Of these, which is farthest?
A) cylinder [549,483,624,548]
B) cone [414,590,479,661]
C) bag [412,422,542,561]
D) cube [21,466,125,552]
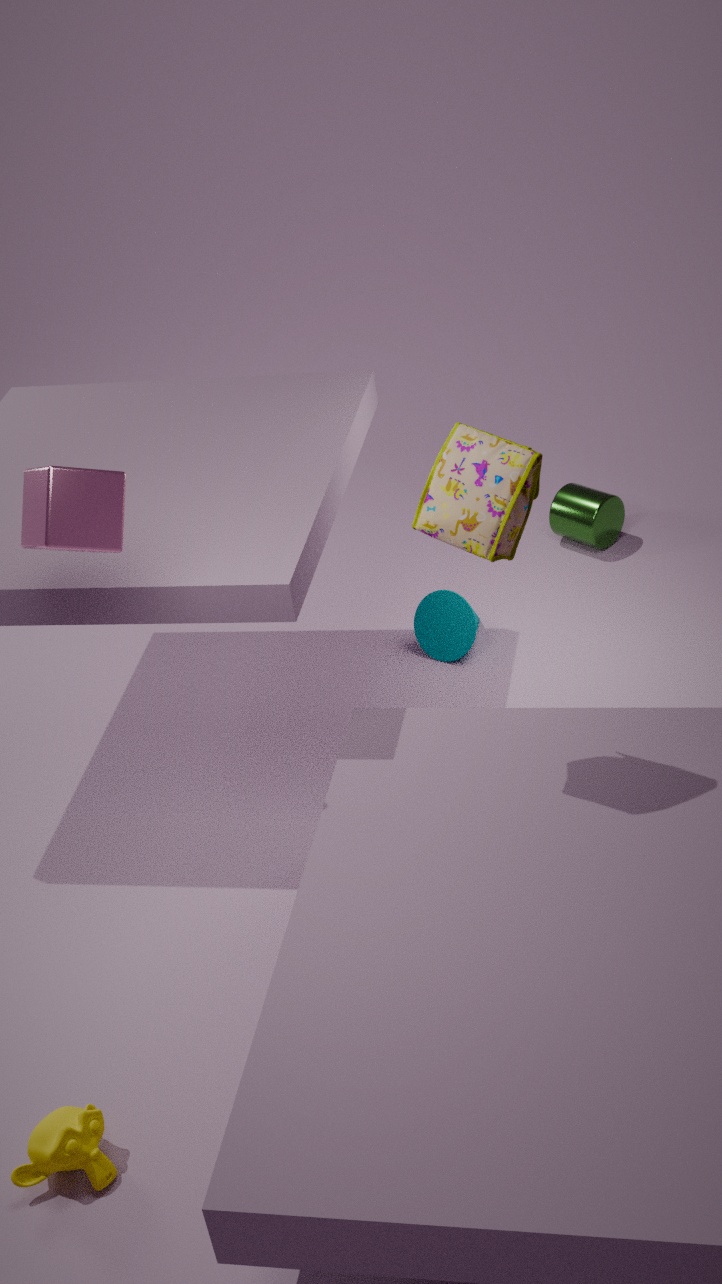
cylinder [549,483,624,548]
